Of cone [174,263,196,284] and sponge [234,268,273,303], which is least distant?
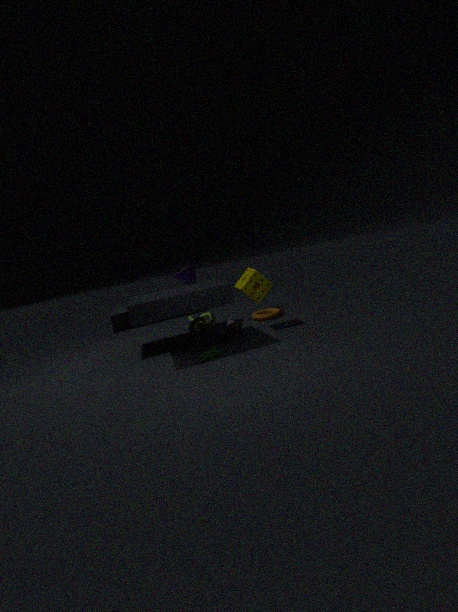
sponge [234,268,273,303]
